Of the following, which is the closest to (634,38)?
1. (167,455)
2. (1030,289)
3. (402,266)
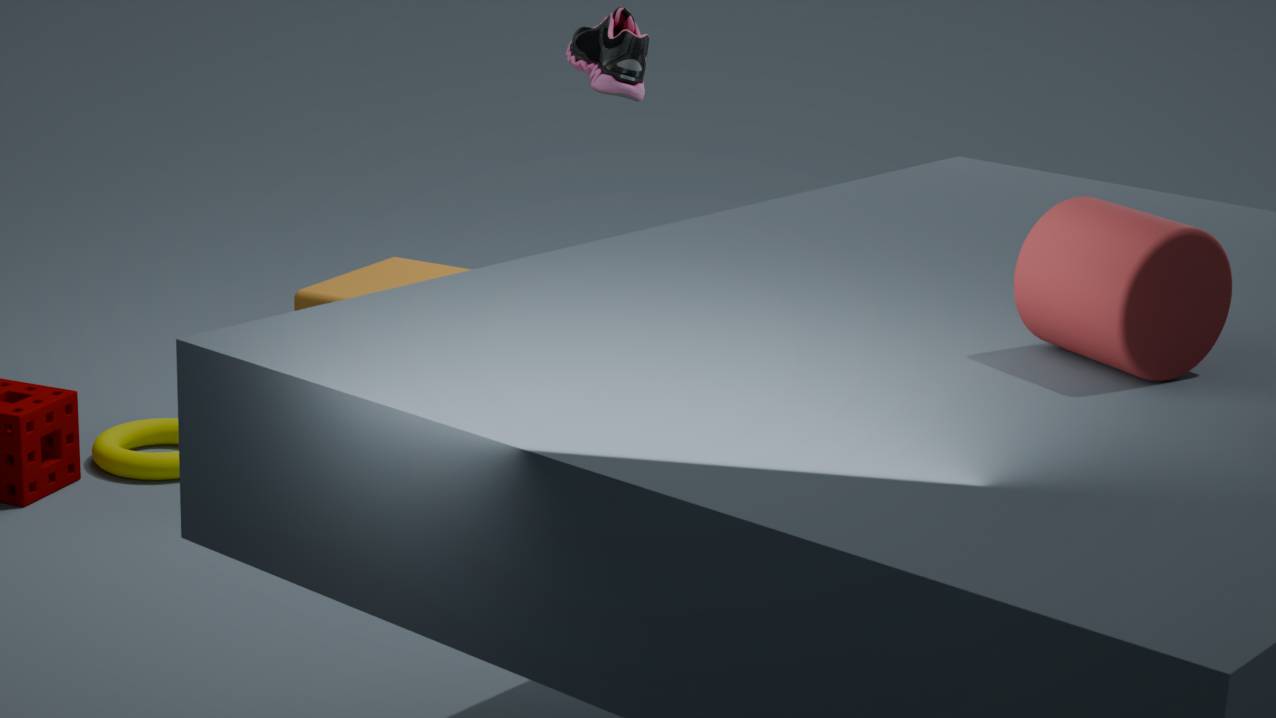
(402,266)
